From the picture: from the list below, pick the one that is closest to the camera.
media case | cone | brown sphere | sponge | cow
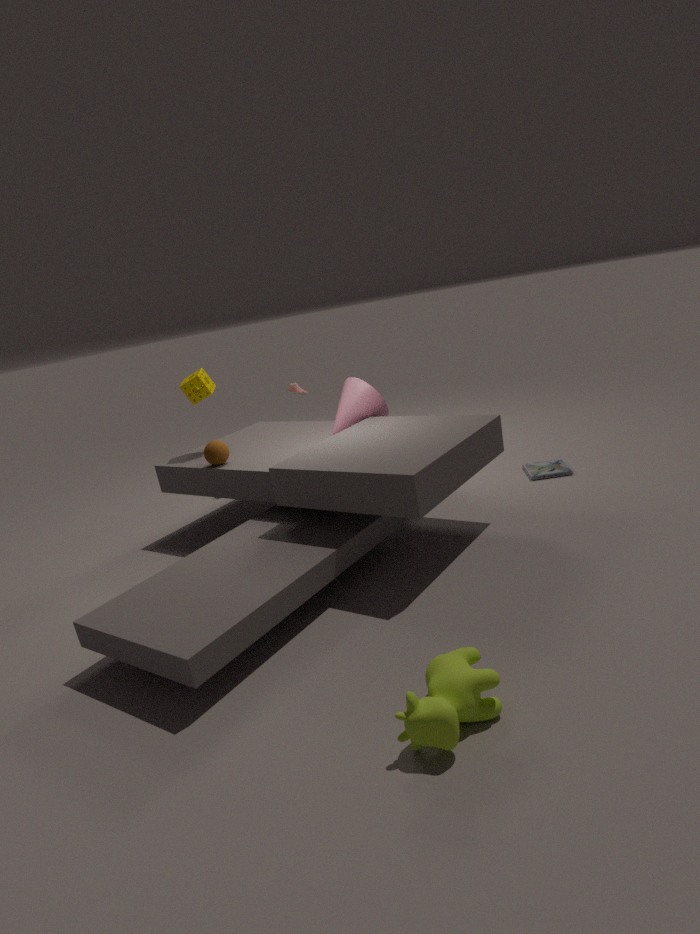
cow
